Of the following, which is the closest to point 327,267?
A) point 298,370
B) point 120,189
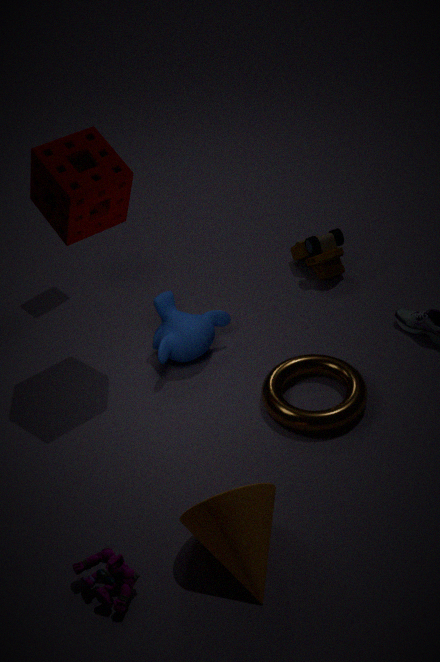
point 298,370
